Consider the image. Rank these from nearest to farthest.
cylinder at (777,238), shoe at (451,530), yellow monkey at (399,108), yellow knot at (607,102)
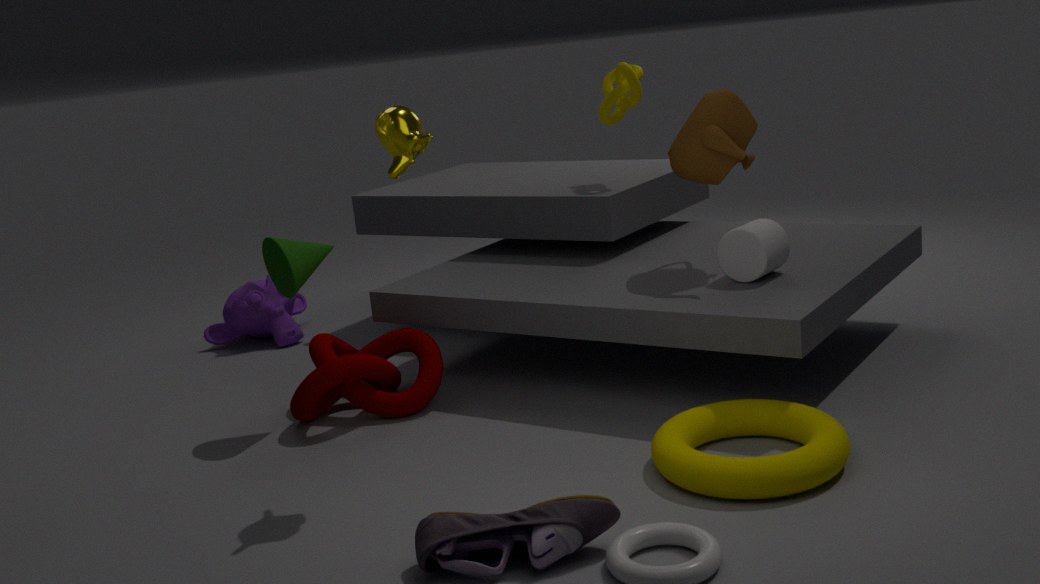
shoe at (451,530)
yellow monkey at (399,108)
cylinder at (777,238)
yellow knot at (607,102)
